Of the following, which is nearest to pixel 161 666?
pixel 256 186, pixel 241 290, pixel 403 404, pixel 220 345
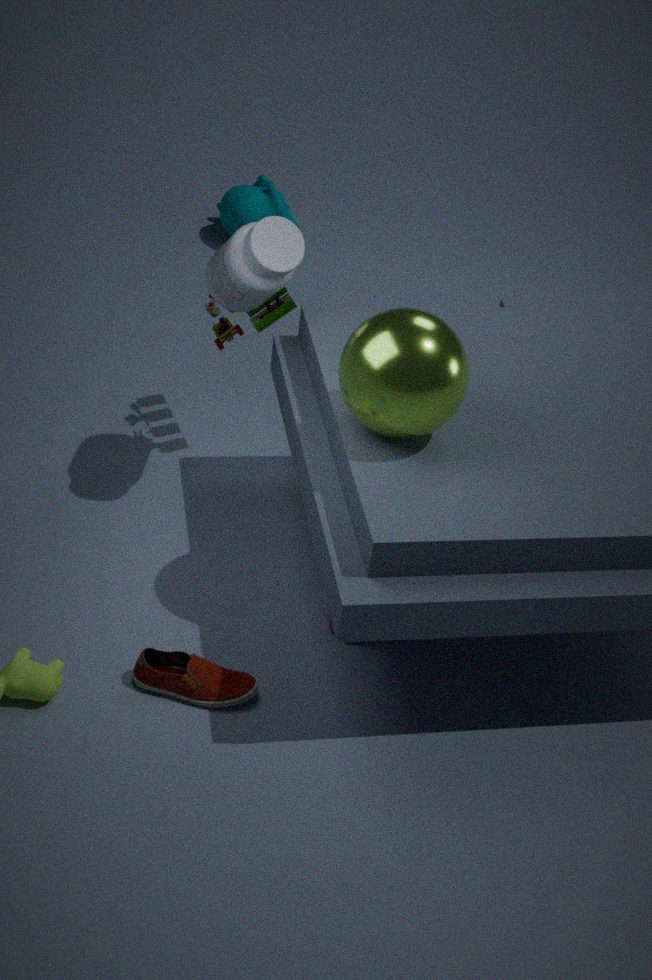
pixel 403 404
